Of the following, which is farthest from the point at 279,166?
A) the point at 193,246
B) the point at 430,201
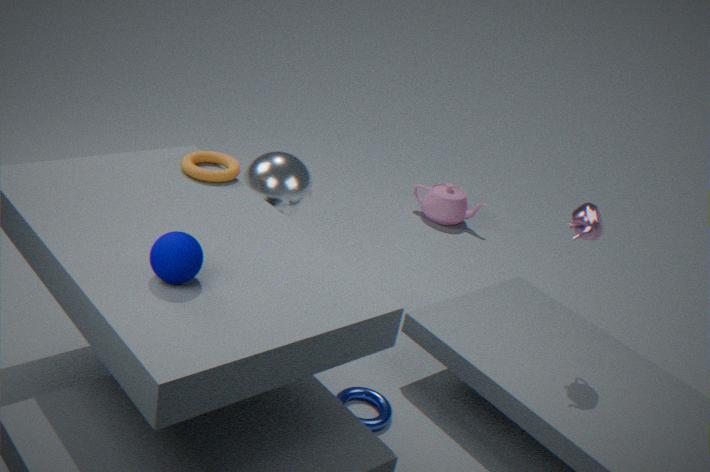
the point at 430,201
